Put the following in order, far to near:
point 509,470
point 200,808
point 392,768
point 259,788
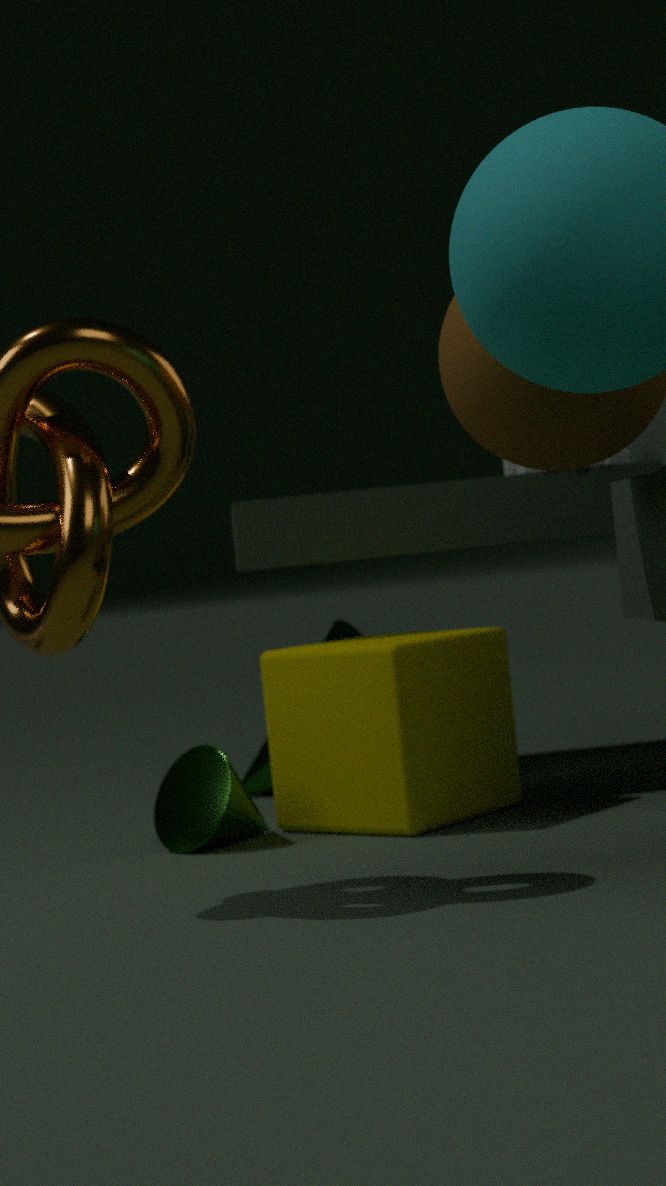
point 259,788, point 509,470, point 200,808, point 392,768
